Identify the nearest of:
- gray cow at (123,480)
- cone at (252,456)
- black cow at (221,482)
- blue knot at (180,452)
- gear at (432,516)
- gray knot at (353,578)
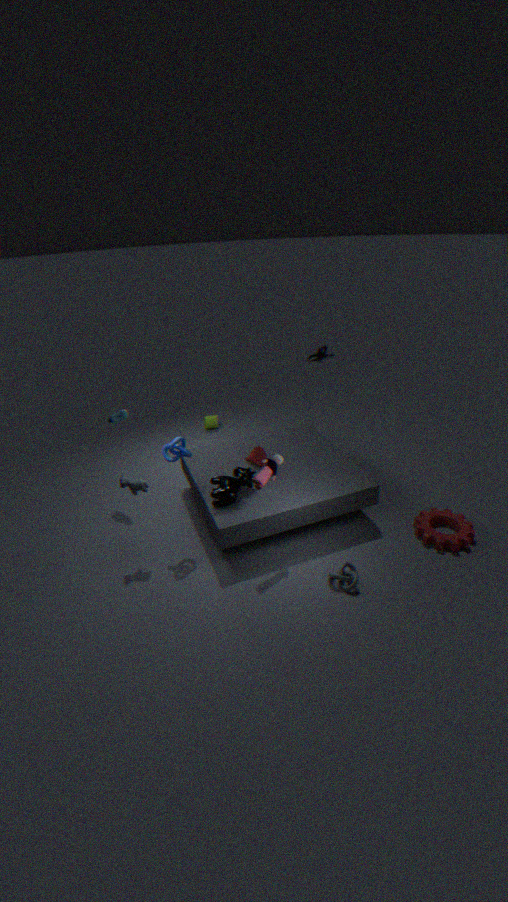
gray knot at (353,578)
